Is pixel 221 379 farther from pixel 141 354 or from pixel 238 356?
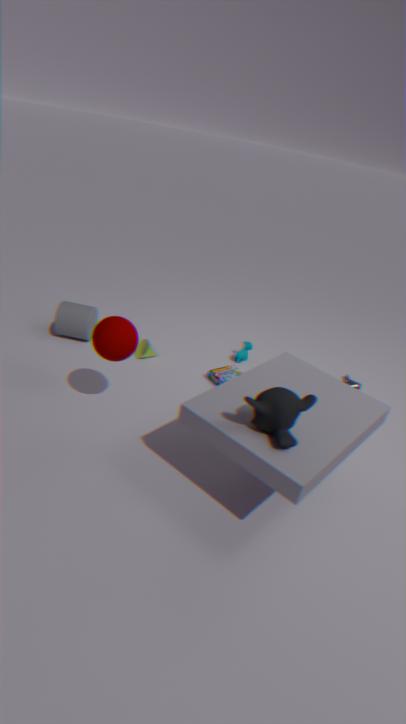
pixel 141 354
